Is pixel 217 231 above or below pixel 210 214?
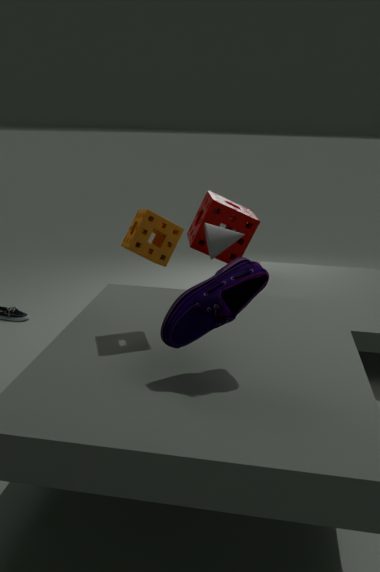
above
